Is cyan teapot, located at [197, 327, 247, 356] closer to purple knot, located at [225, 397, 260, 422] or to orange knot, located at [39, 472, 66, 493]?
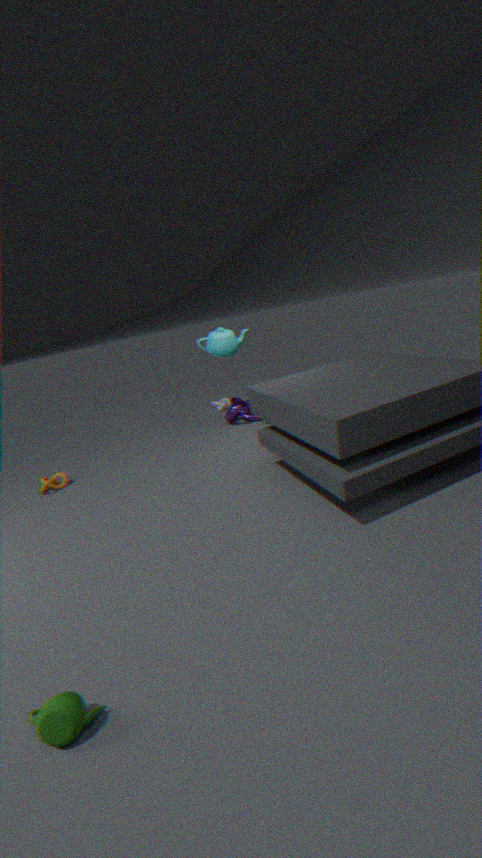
purple knot, located at [225, 397, 260, 422]
